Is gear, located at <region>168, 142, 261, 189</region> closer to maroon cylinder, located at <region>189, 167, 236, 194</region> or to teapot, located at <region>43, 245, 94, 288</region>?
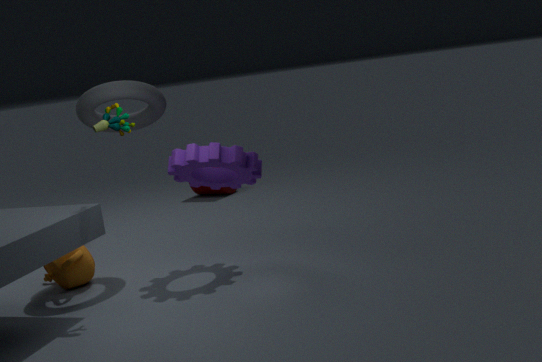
teapot, located at <region>43, 245, 94, 288</region>
